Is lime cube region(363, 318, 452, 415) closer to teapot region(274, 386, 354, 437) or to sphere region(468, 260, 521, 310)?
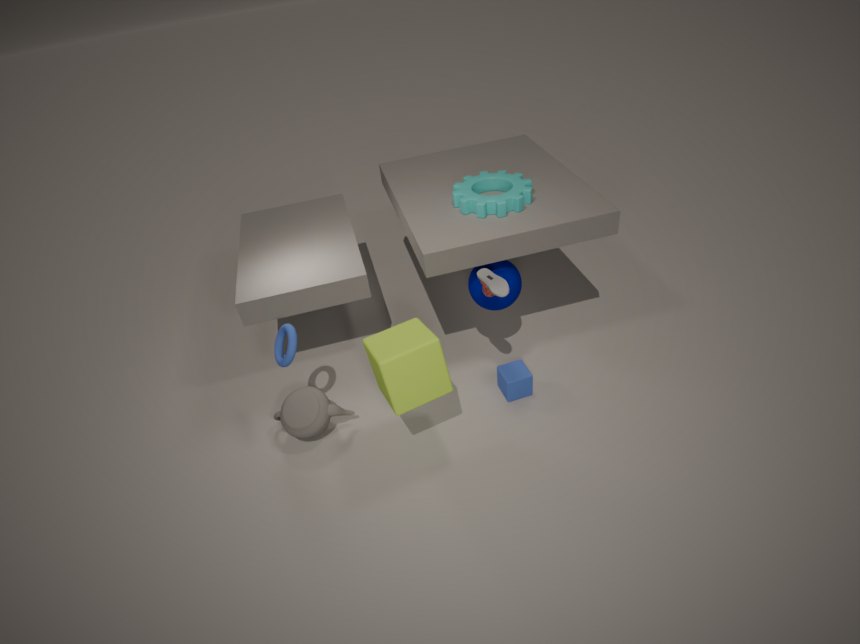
teapot region(274, 386, 354, 437)
